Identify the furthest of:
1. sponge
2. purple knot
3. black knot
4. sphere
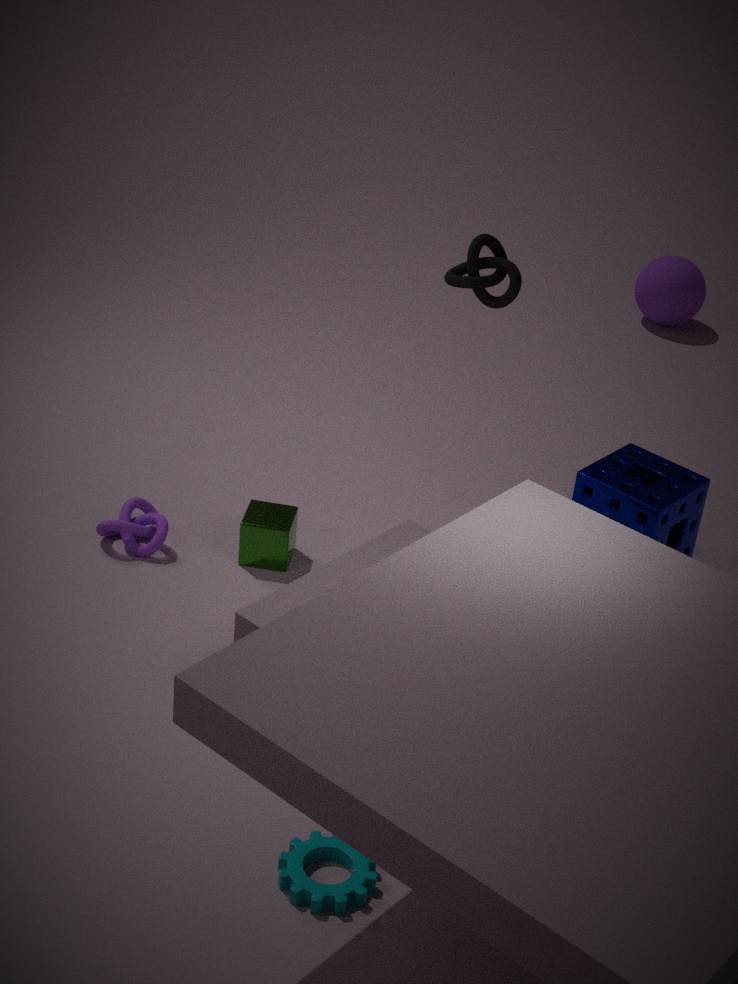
sphere
